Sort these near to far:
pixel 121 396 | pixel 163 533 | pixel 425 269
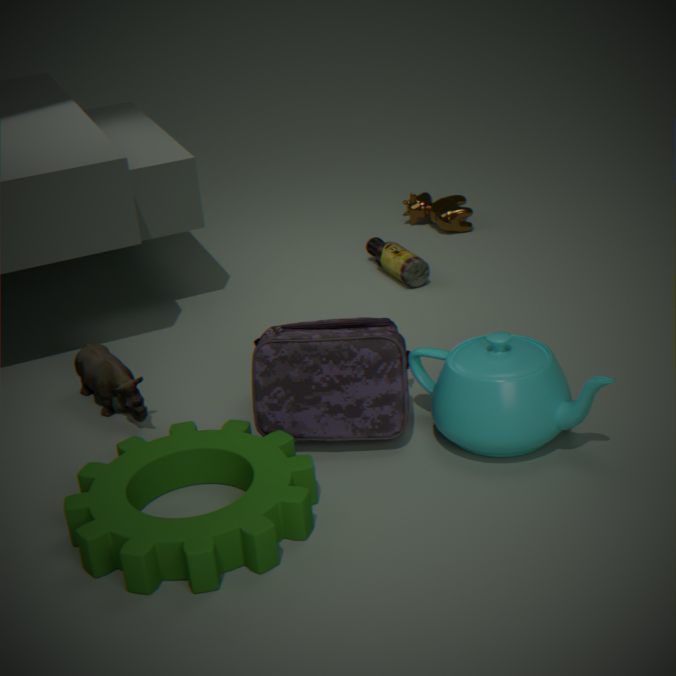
1. pixel 163 533
2. pixel 121 396
3. pixel 425 269
